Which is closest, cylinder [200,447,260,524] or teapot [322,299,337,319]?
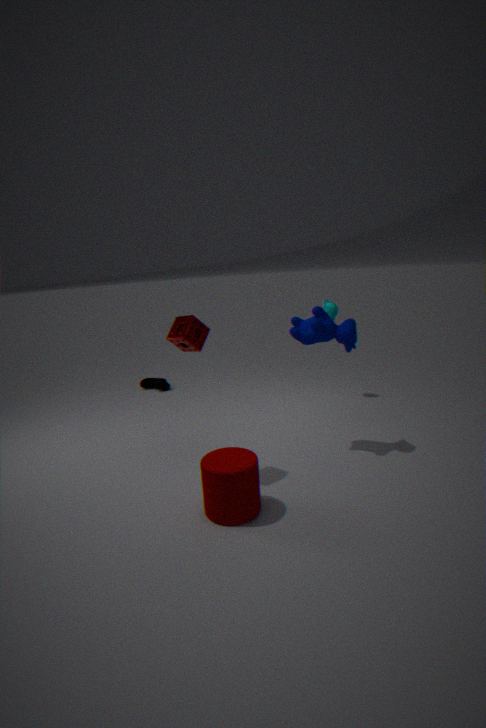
cylinder [200,447,260,524]
